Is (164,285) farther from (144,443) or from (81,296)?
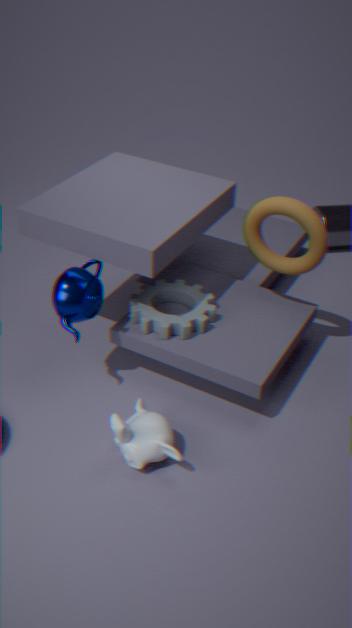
(144,443)
